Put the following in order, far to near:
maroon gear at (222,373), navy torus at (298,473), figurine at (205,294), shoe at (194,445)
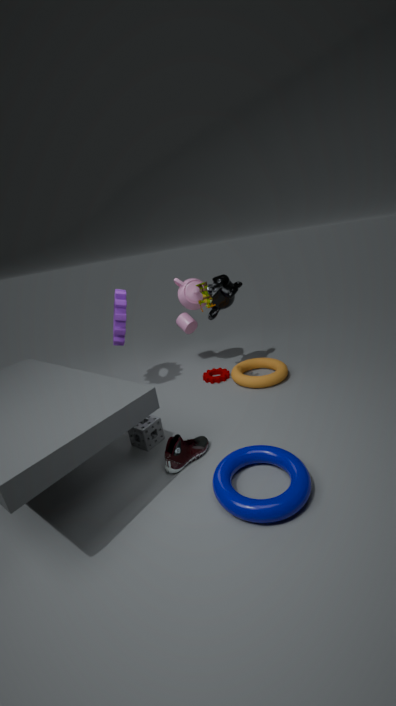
1. maroon gear at (222,373)
2. figurine at (205,294)
3. shoe at (194,445)
4. navy torus at (298,473)
